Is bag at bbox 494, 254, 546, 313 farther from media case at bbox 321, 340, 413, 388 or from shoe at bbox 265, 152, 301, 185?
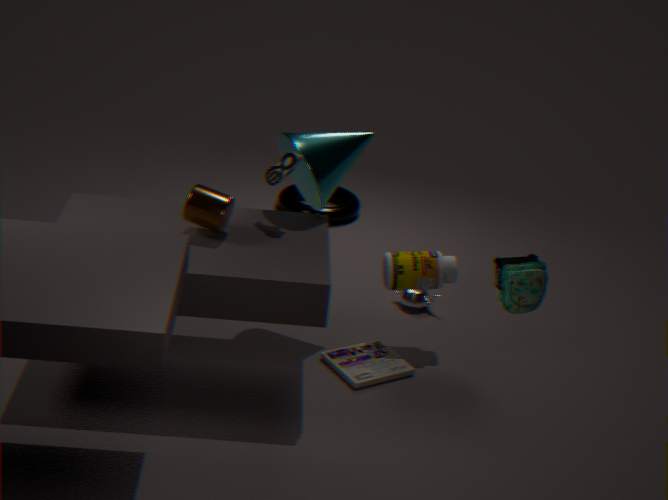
shoe at bbox 265, 152, 301, 185
